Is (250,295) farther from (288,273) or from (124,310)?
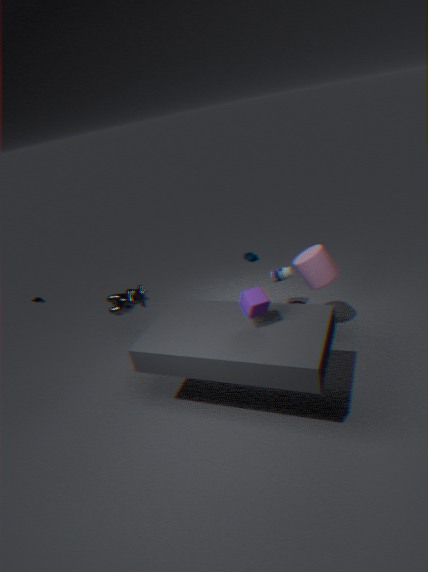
(288,273)
